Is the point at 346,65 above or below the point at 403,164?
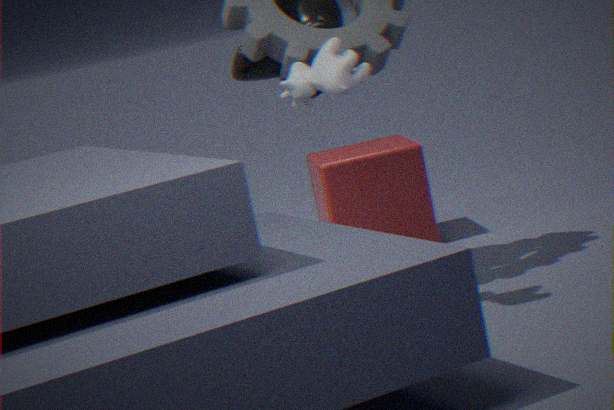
above
